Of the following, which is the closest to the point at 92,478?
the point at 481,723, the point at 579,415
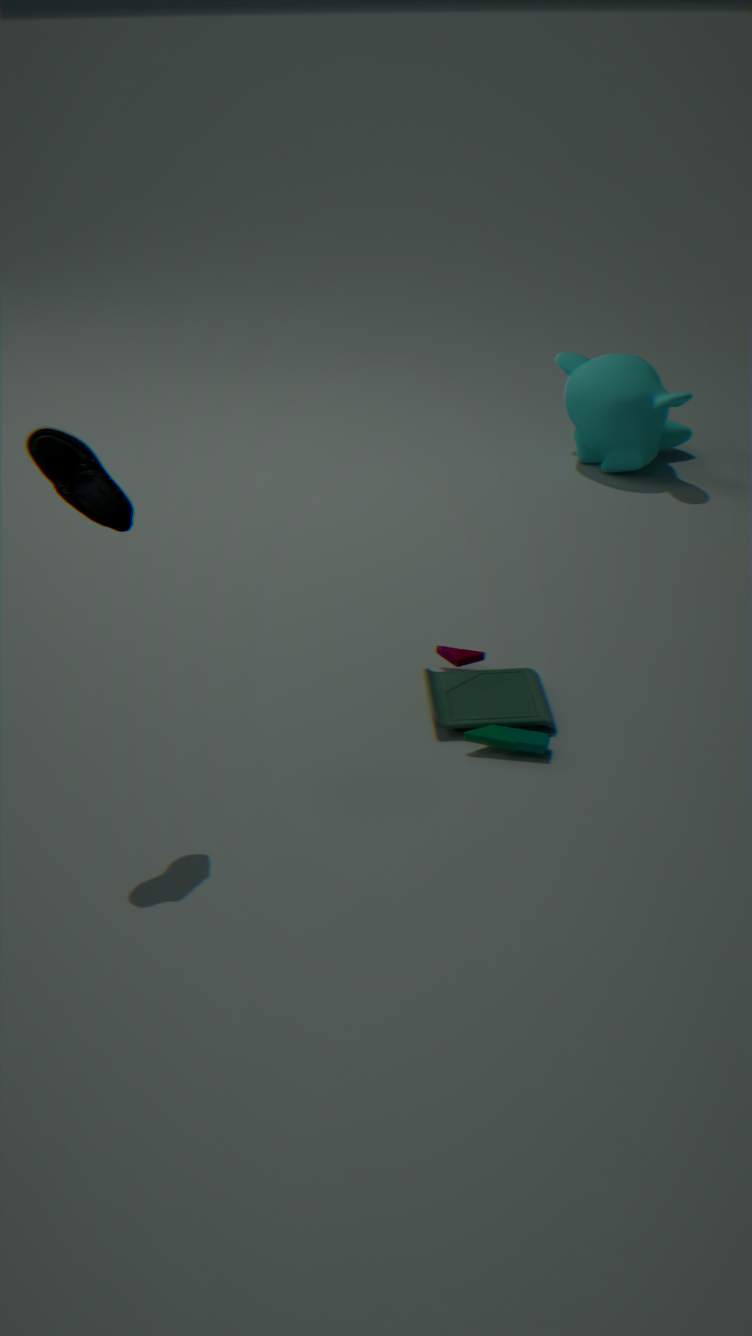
the point at 481,723
